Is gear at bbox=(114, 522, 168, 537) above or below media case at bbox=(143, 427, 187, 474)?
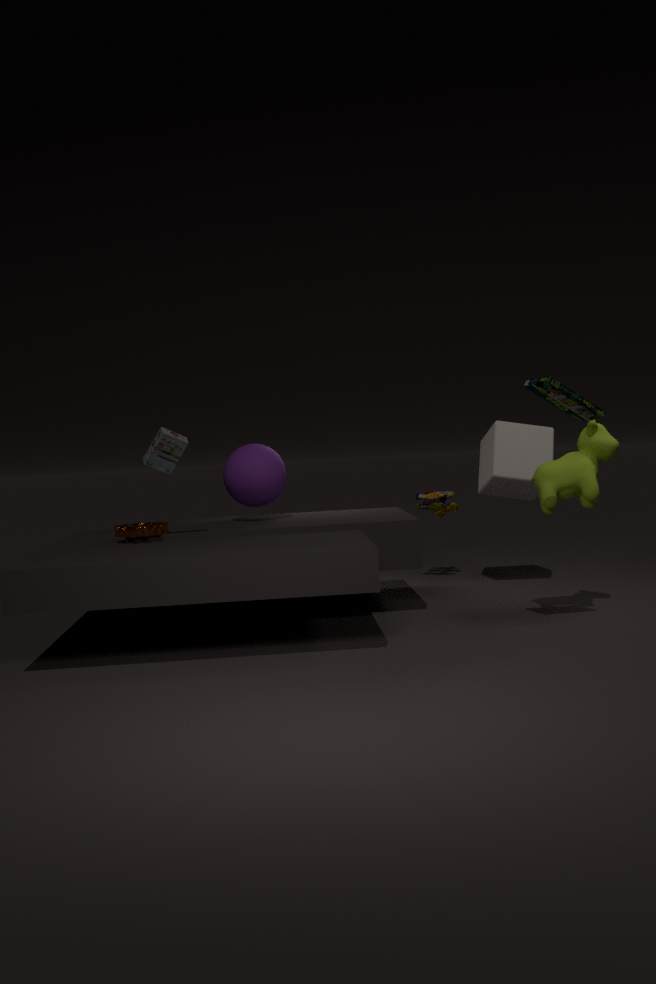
below
